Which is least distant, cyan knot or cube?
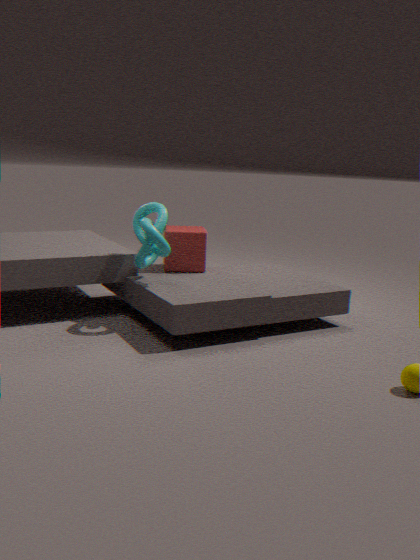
cyan knot
